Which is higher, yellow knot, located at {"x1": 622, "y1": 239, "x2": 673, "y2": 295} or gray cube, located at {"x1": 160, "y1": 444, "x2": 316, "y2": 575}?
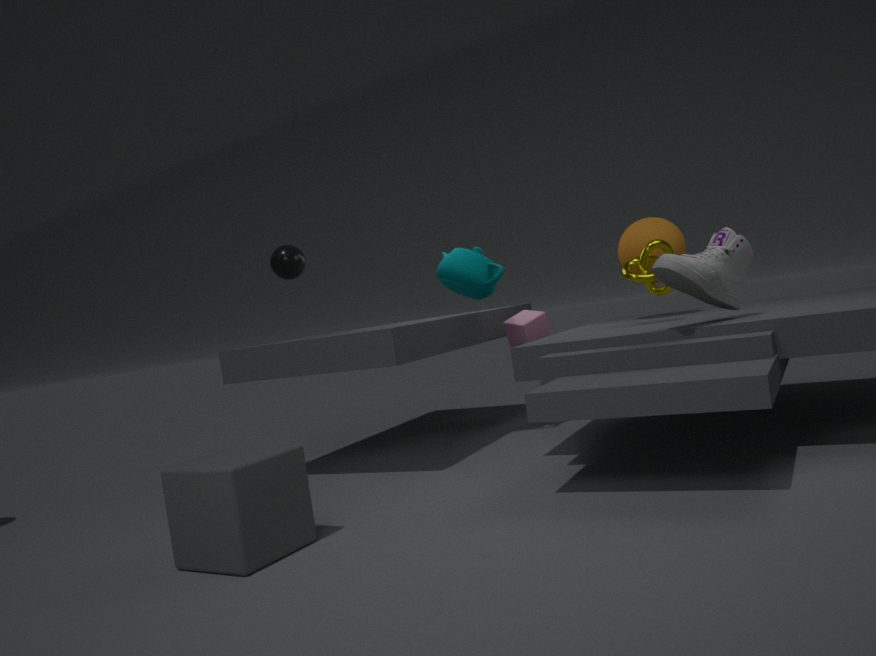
yellow knot, located at {"x1": 622, "y1": 239, "x2": 673, "y2": 295}
